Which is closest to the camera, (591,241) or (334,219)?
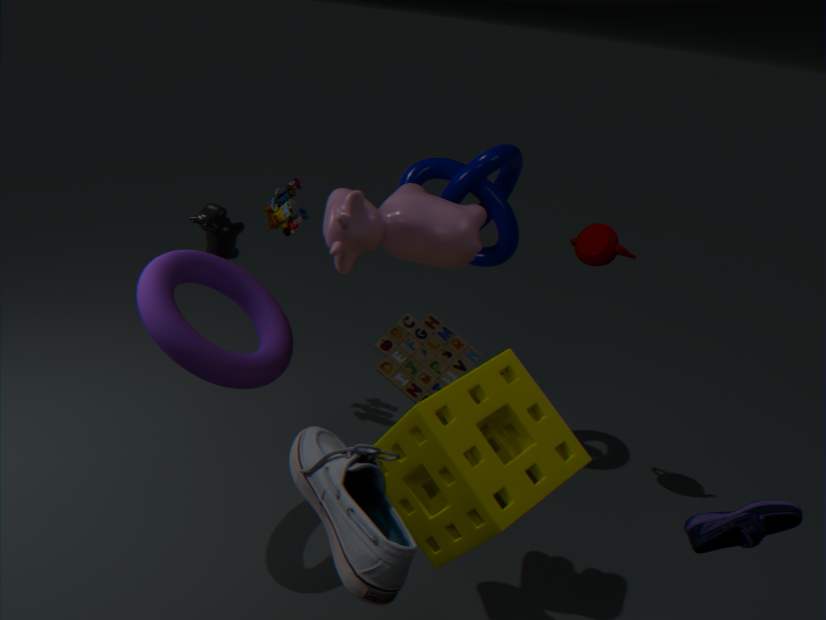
(334,219)
